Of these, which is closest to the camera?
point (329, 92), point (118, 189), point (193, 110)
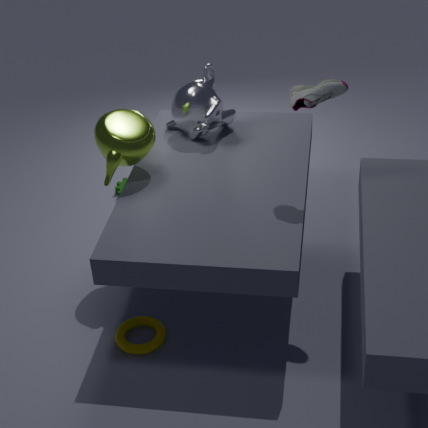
point (329, 92)
